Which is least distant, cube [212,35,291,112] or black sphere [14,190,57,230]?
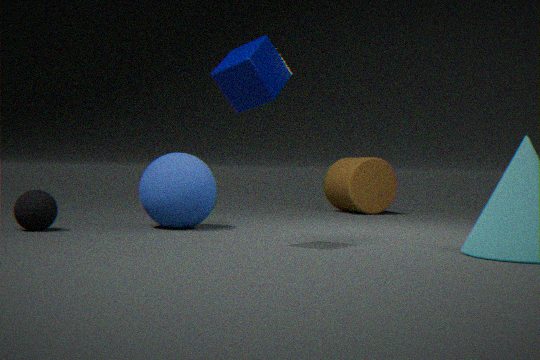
cube [212,35,291,112]
